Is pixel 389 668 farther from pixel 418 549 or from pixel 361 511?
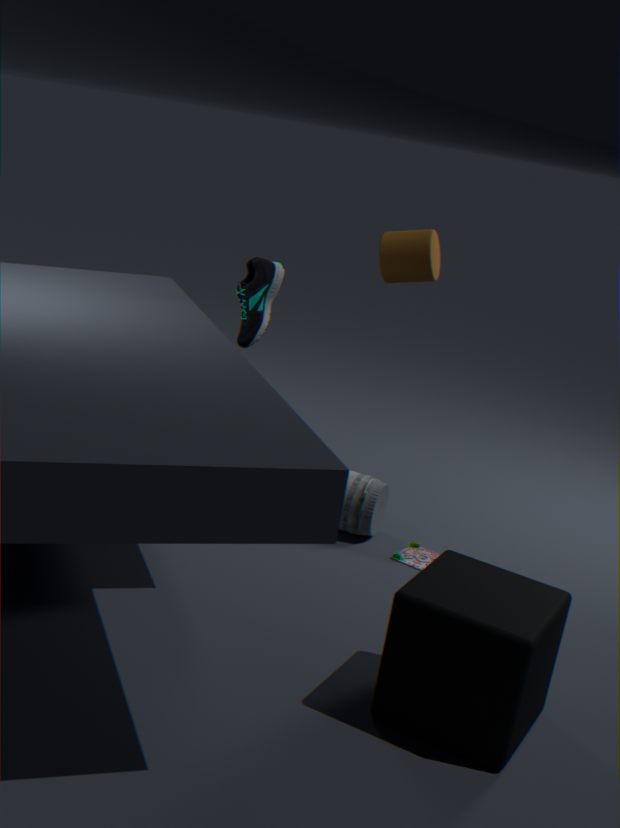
pixel 361 511
